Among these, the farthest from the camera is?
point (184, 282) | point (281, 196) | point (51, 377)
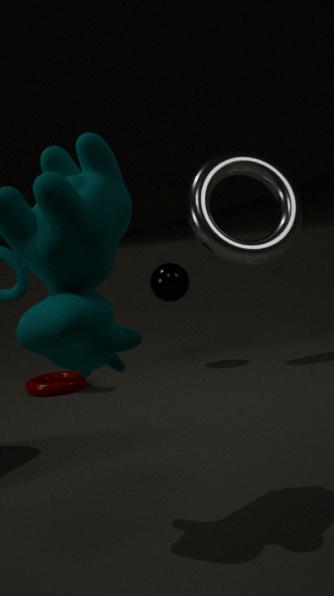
point (281, 196)
